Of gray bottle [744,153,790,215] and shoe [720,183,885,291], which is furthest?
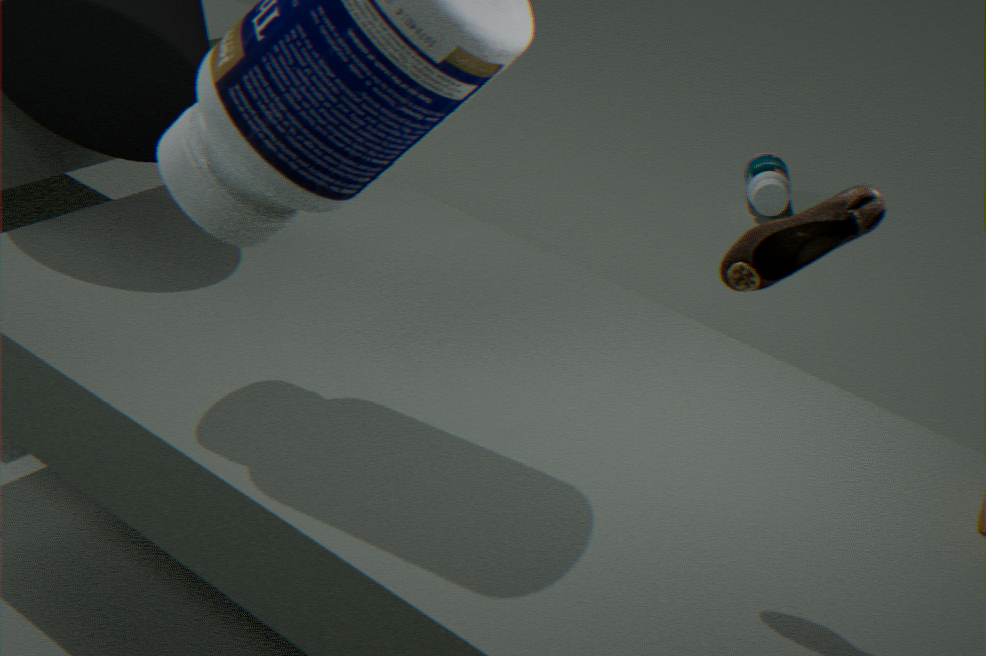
gray bottle [744,153,790,215]
